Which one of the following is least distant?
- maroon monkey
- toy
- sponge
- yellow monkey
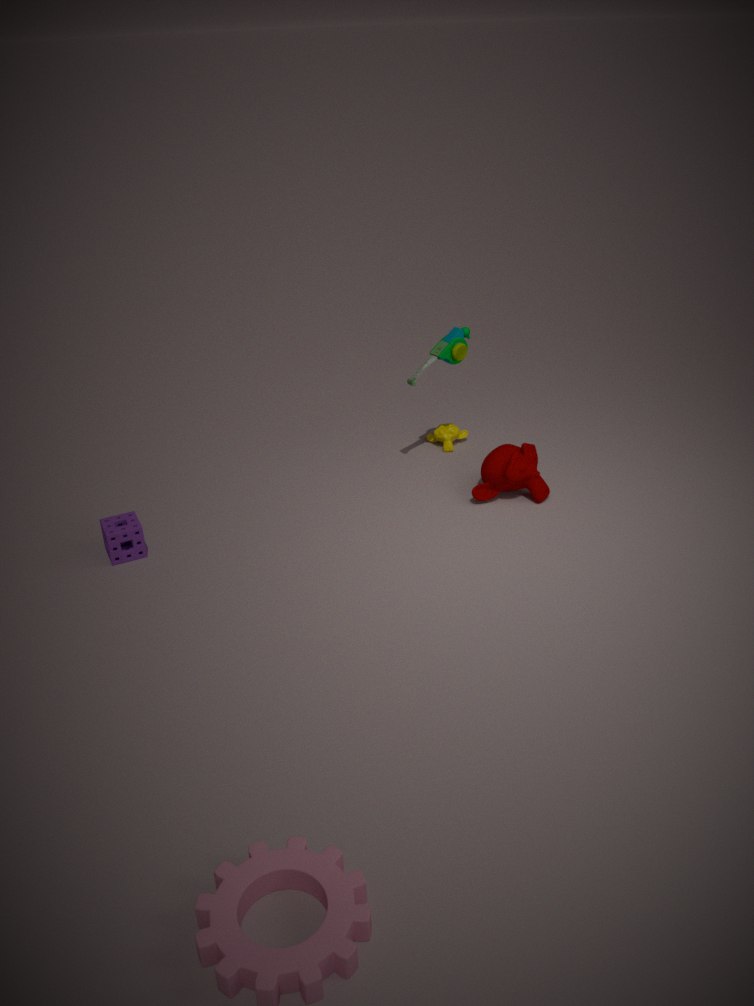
sponge
